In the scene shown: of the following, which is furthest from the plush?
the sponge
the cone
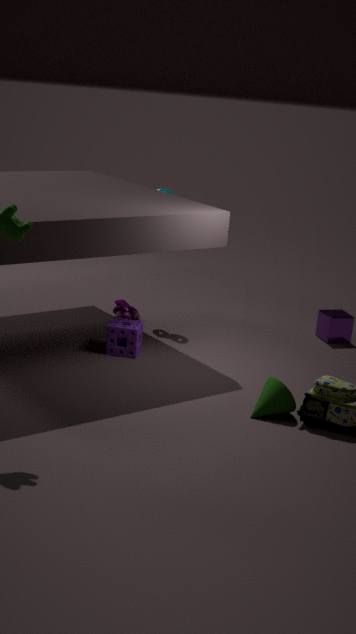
the cone
